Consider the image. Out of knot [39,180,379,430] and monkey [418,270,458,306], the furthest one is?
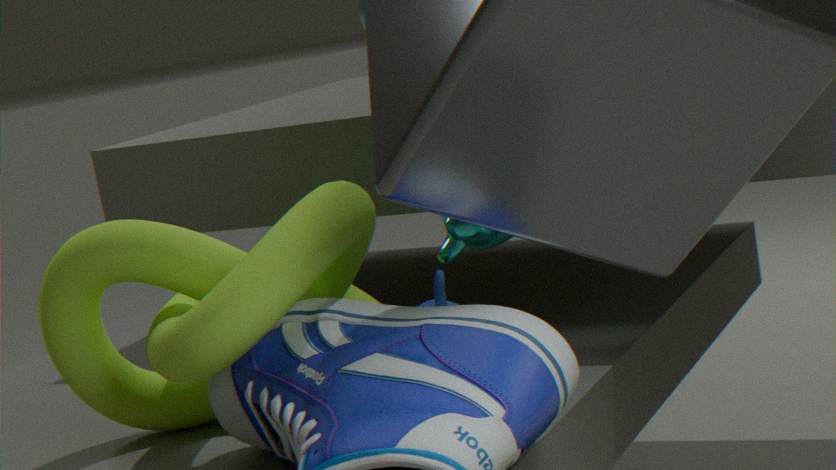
monkey [418,270,458,306]
